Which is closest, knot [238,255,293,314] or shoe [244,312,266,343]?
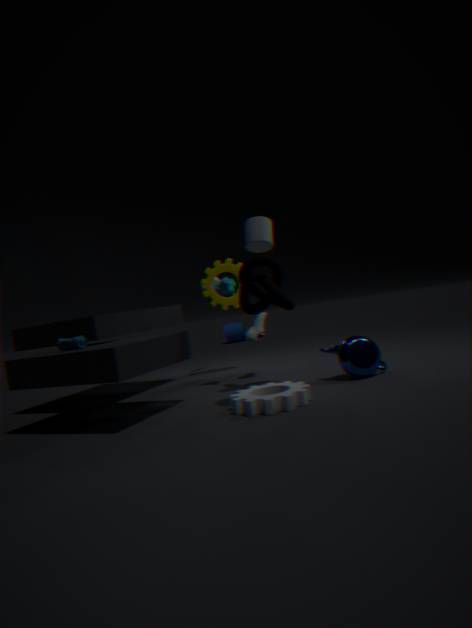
knot [238,255,293,314]
